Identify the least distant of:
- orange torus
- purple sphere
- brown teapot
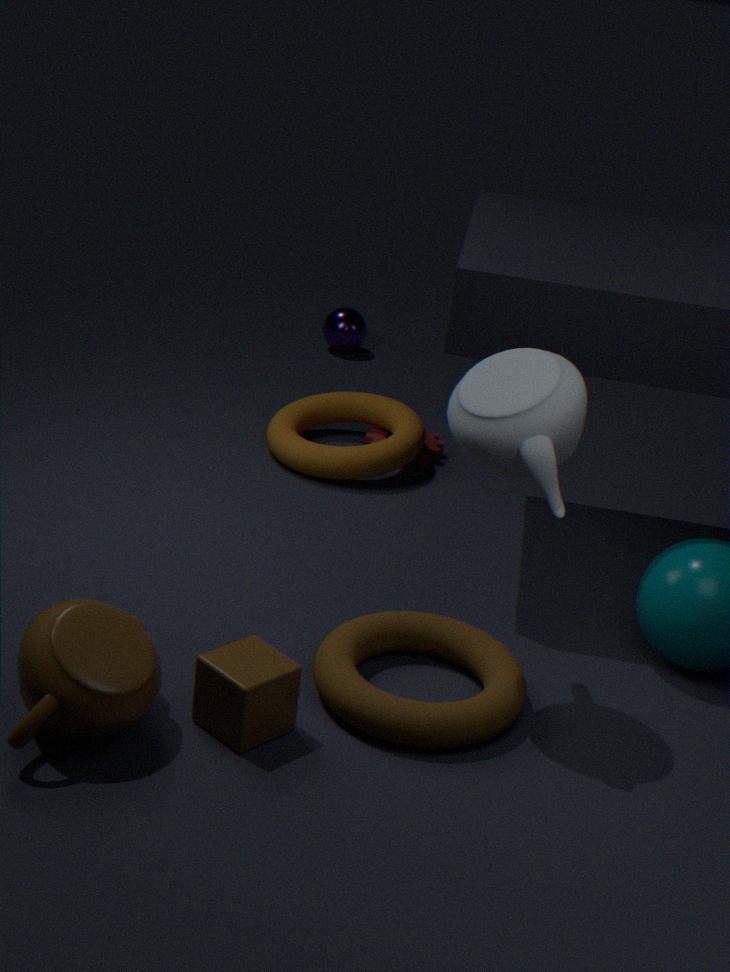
brown teapot
